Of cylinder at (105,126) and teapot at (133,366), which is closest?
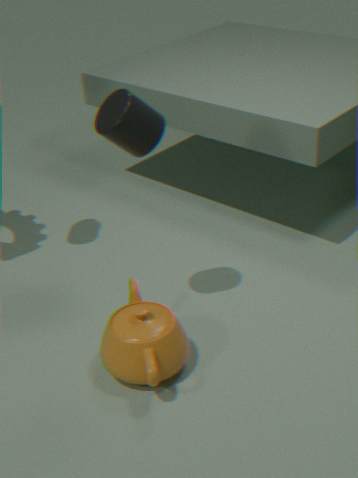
cylinder at (105,126)
